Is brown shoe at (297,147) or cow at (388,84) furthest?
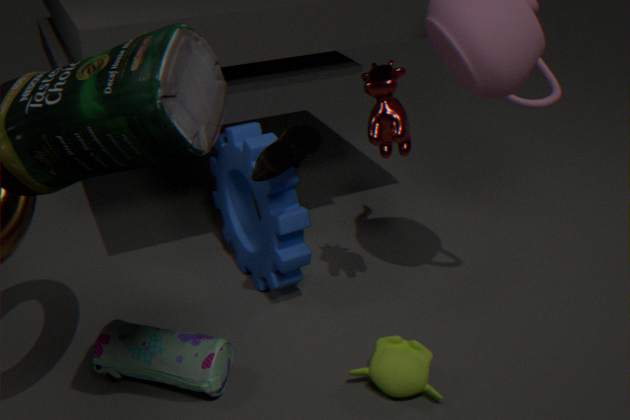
brown shoe at (297,147)
